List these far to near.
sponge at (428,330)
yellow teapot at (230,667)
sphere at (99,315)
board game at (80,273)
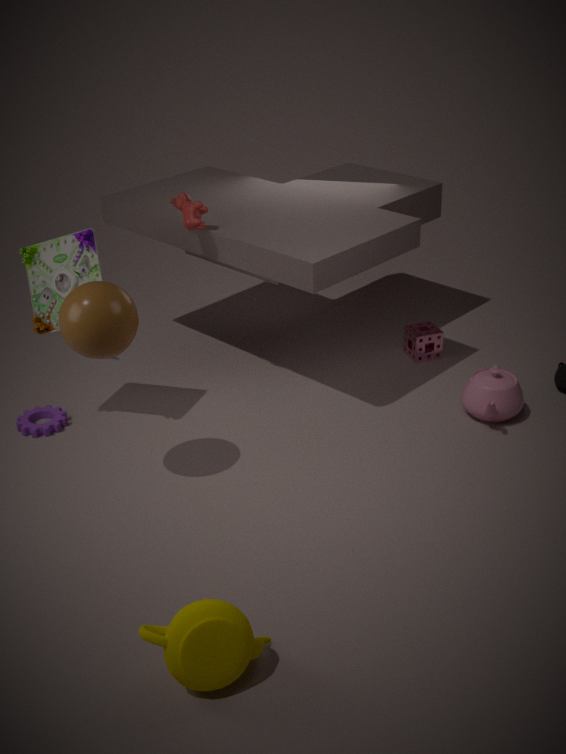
sponge at (428,330) → board game at (80,273) → sphere at (99,315) → yellow teapot at (230,667)
